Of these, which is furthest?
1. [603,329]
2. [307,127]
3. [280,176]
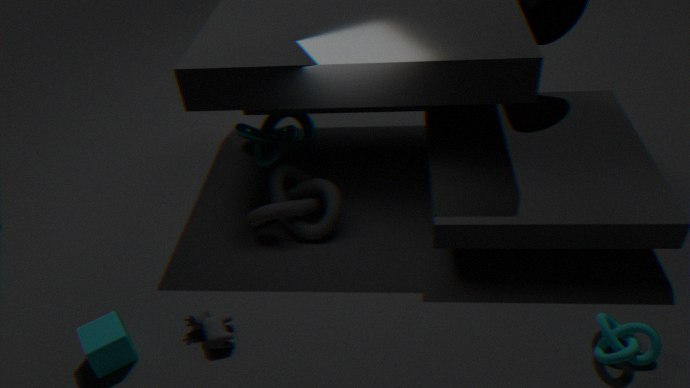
[307,127]
